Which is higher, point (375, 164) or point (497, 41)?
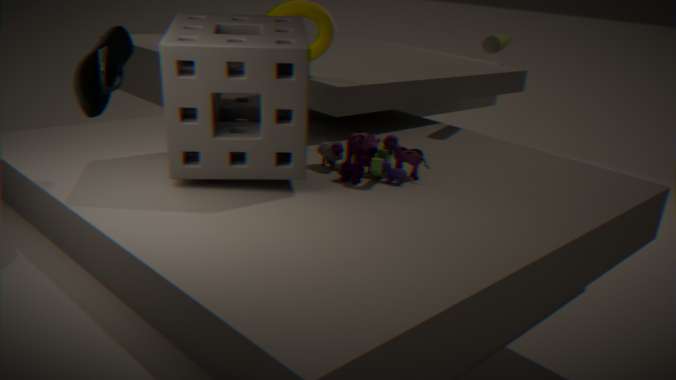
point (497, 41)
